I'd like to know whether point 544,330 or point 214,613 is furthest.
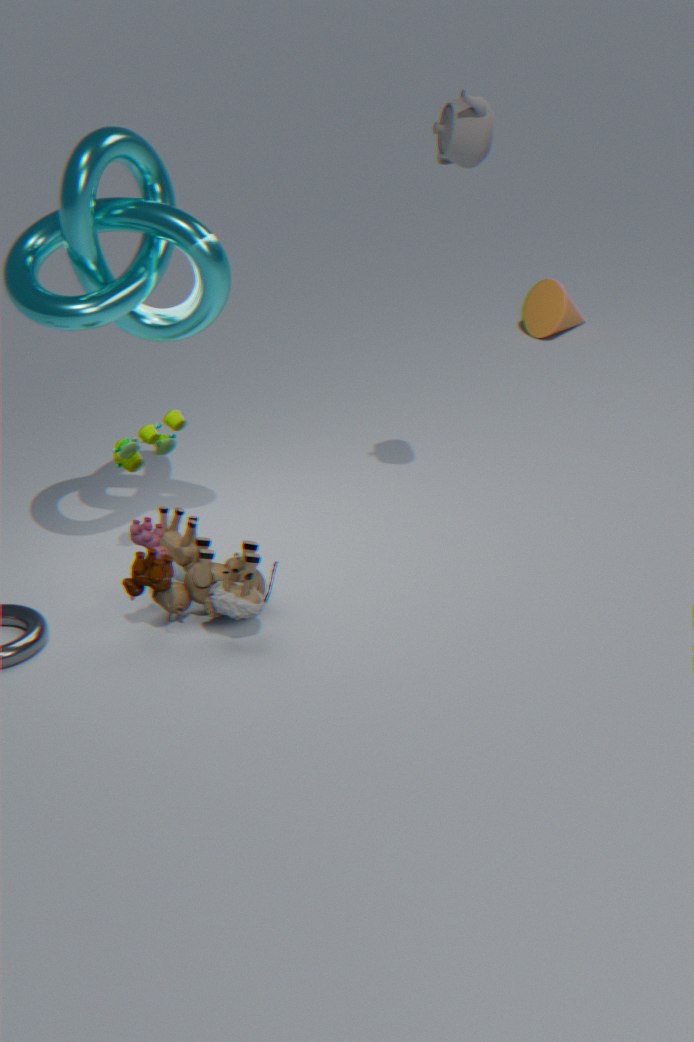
point 544,330
